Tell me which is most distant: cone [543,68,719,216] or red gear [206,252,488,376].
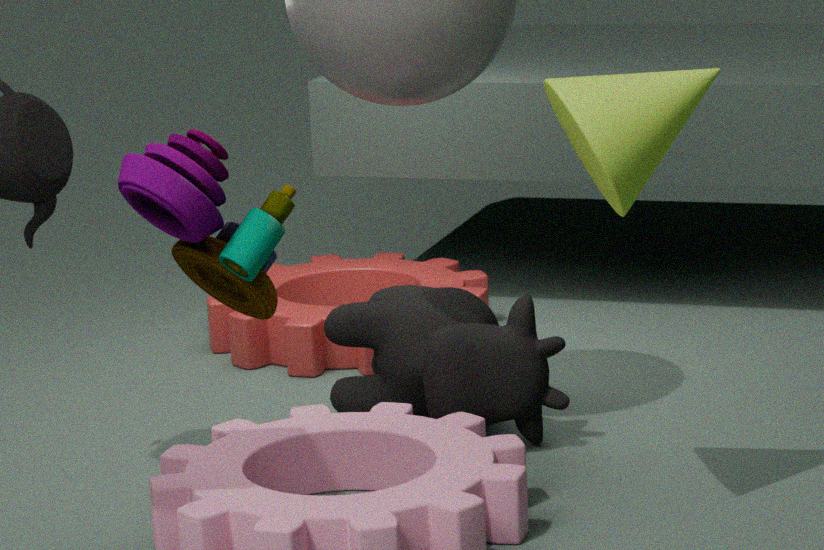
red gear [206,252,488,376]
